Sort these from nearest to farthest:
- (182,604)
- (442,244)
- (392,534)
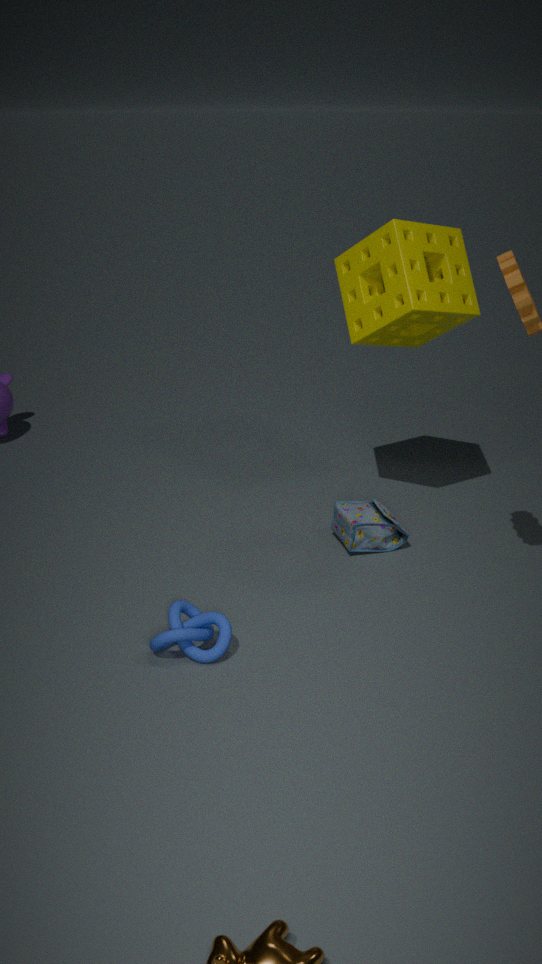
(182,604) → (442,244) → (392,534)
